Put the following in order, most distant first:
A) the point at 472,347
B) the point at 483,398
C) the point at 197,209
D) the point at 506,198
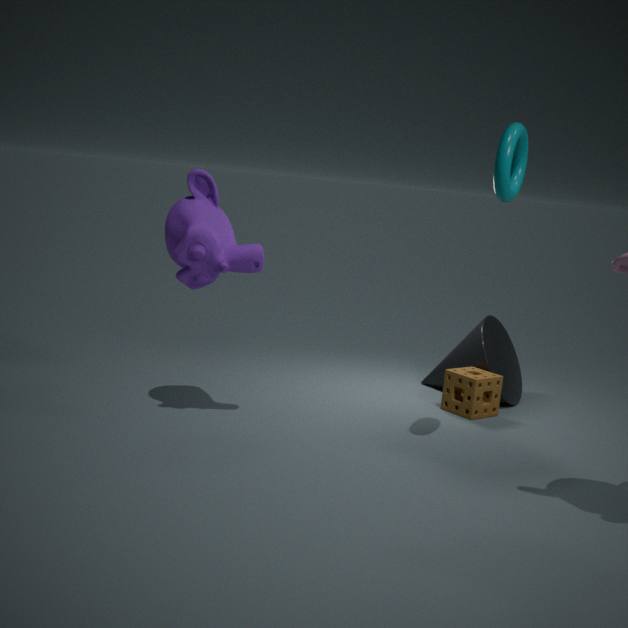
the point at 472,347 → the point at 483,398 → the point at 197,209 → the point at 506,198
